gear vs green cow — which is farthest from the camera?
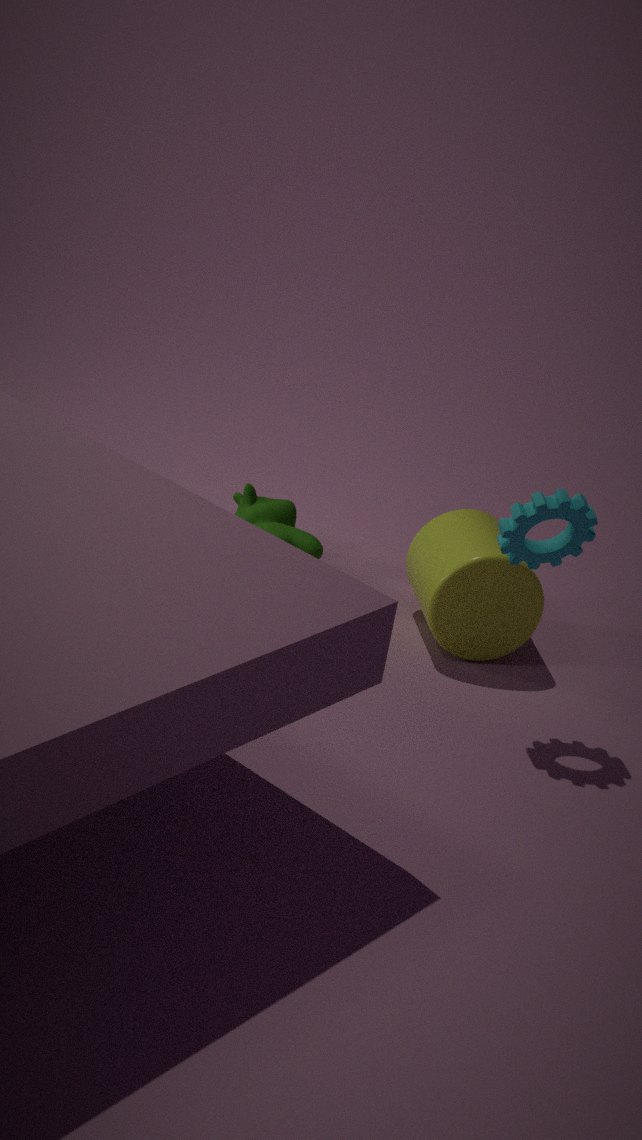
green cow
